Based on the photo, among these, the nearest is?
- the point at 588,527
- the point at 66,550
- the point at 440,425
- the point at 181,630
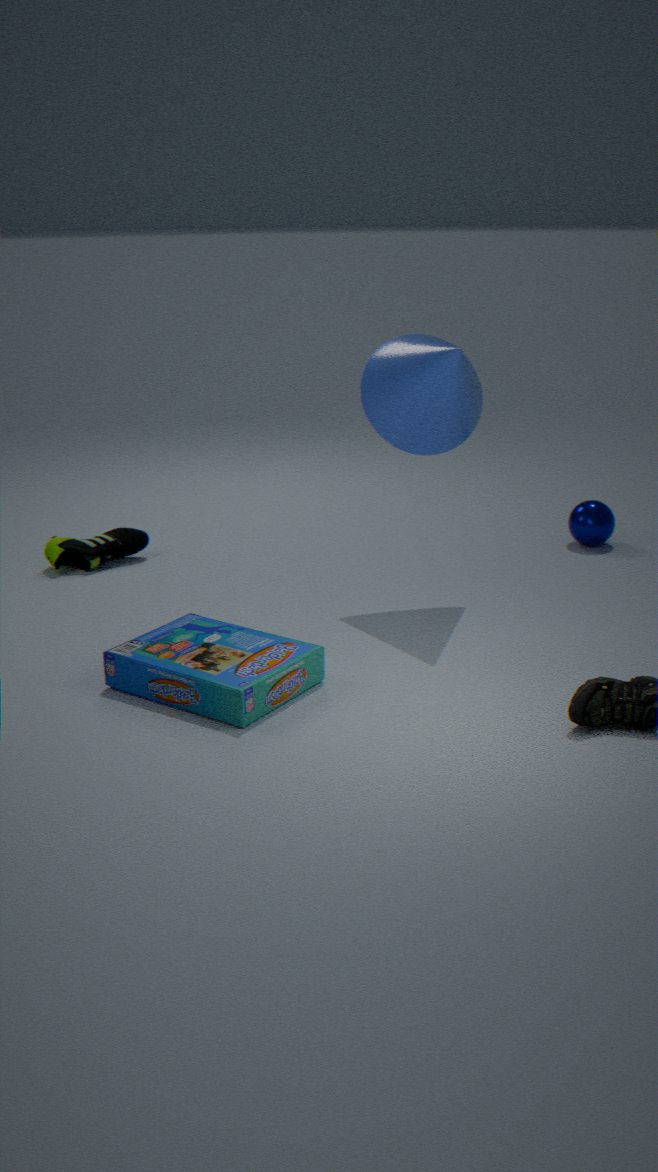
the point at 181,630
